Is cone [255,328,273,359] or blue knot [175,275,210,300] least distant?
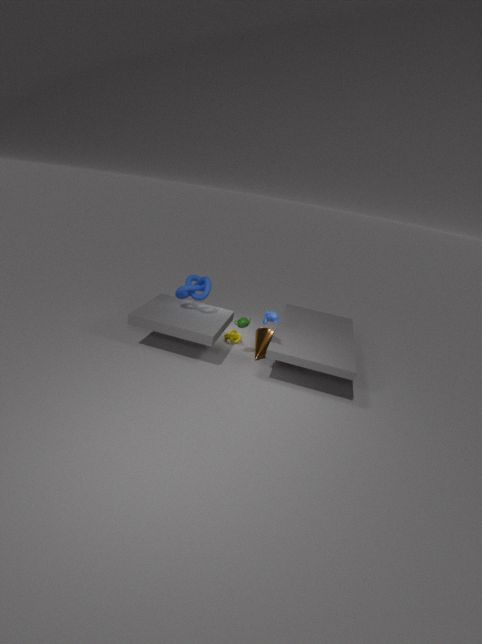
blue knot [175,275,210,300]
